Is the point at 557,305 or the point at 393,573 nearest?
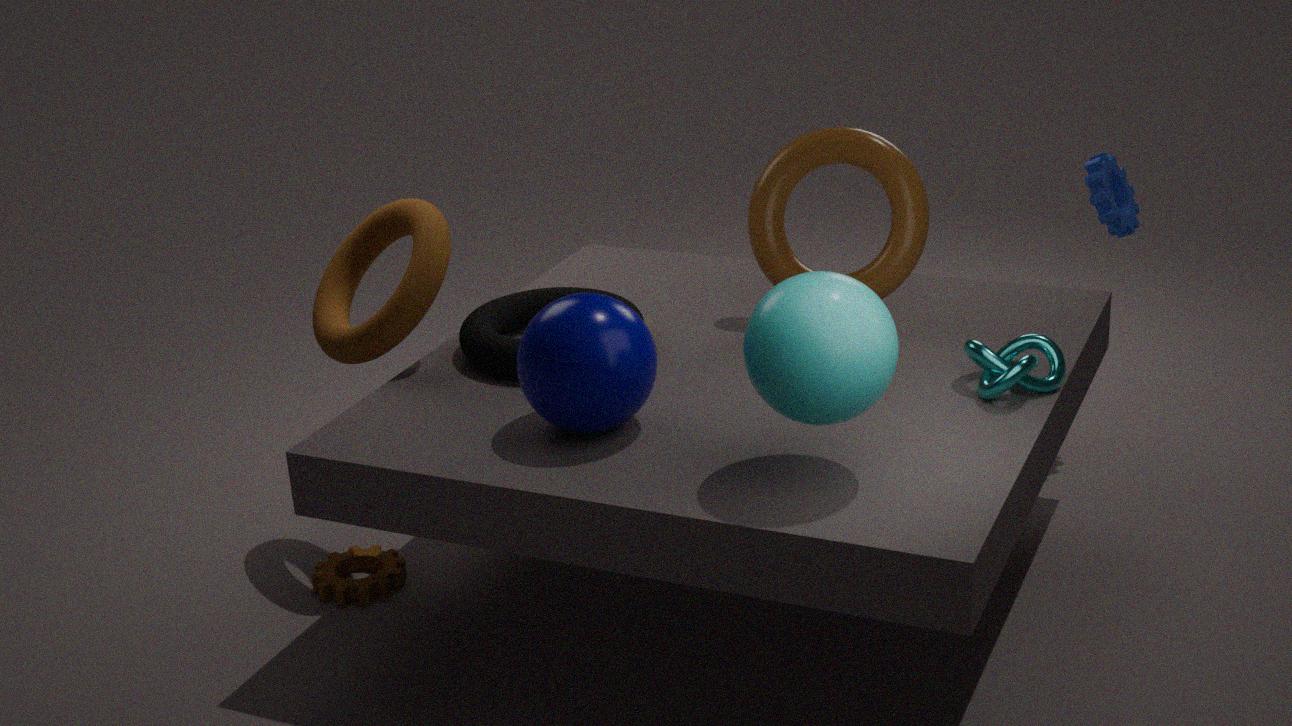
the point at 557,305
